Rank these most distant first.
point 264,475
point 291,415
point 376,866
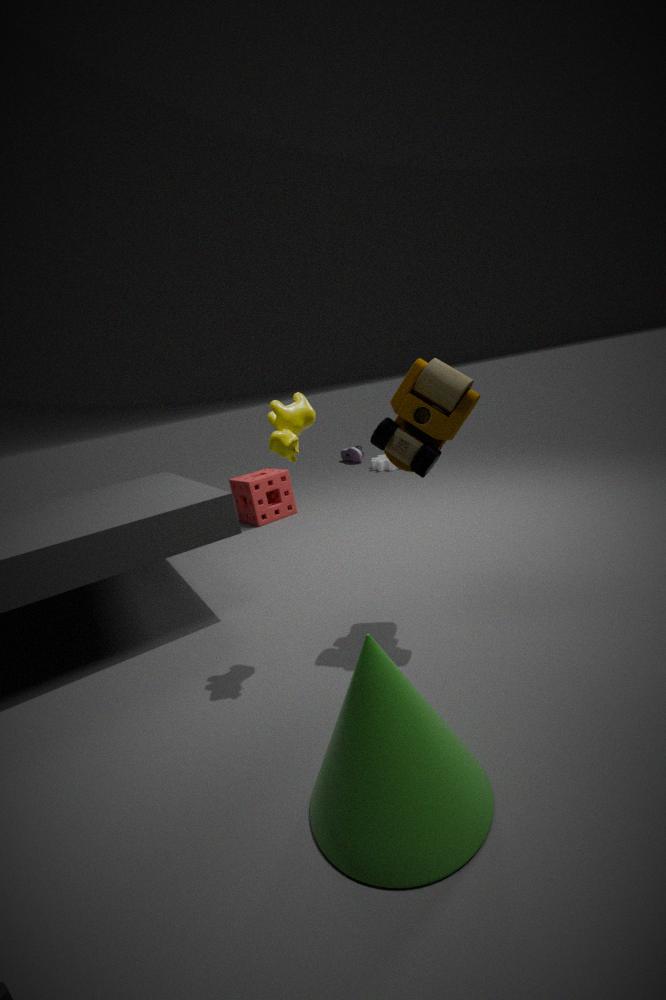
point 264,475, point 291,415, point 376,866
